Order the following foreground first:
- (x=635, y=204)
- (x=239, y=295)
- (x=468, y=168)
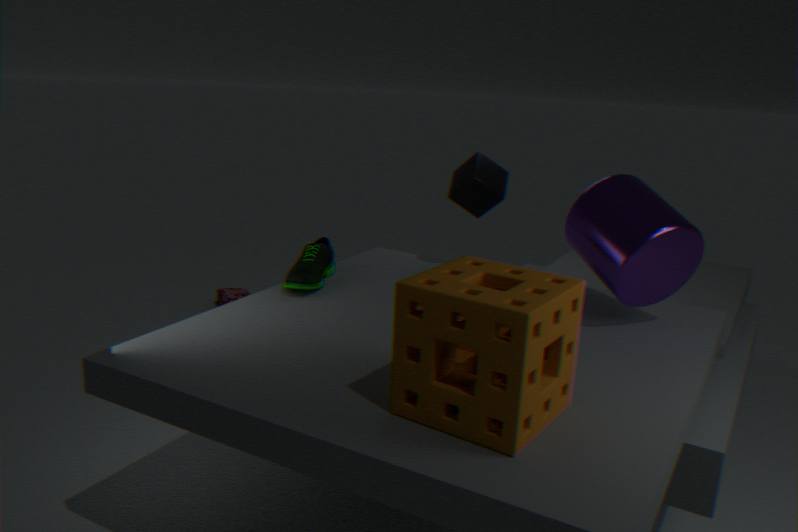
1. (x=635, y=204)
2. (x=468, y=168)
3. (x=239, y=295)
